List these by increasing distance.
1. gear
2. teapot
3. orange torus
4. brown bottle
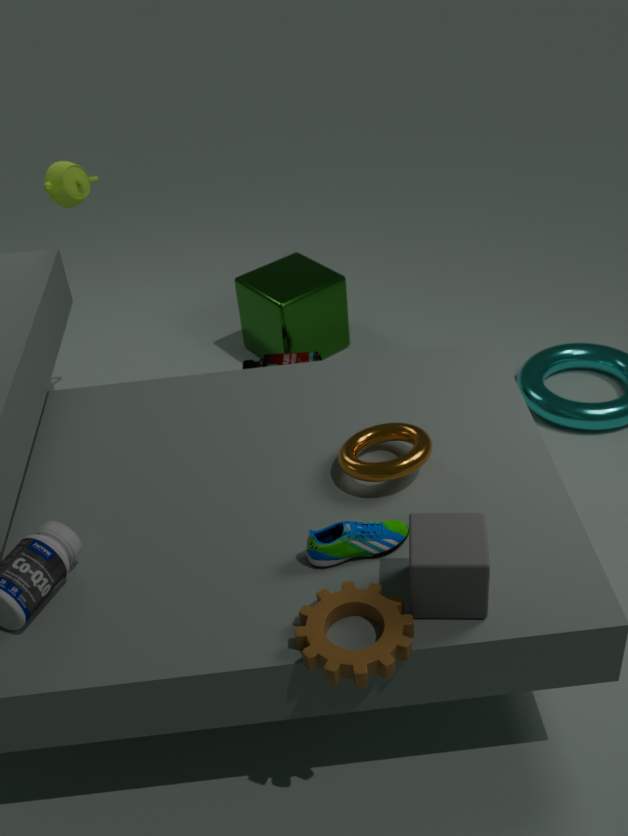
1. gear
2. orange torus
3. teapot
4. brown bottle
